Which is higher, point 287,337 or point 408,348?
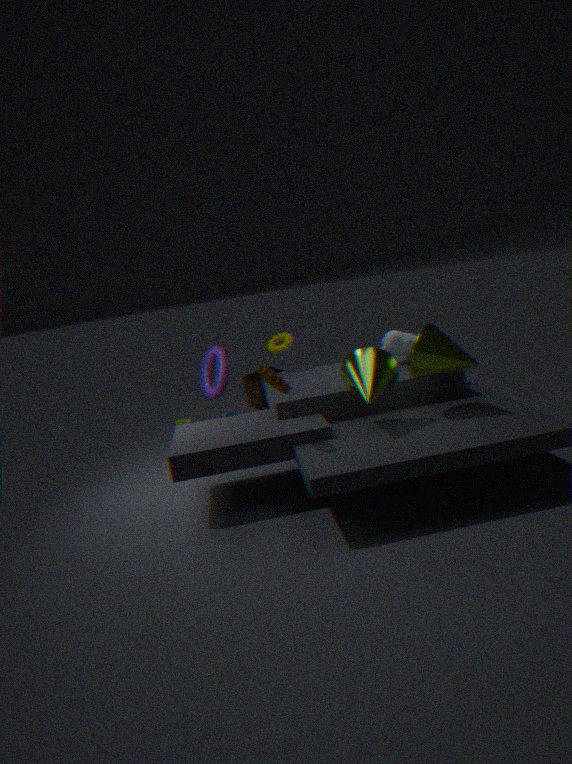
point 287,337
